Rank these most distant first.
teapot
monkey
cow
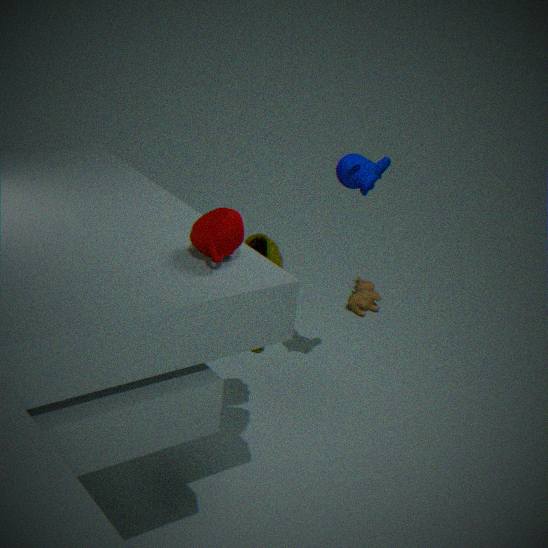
cow → monkey → teapot
